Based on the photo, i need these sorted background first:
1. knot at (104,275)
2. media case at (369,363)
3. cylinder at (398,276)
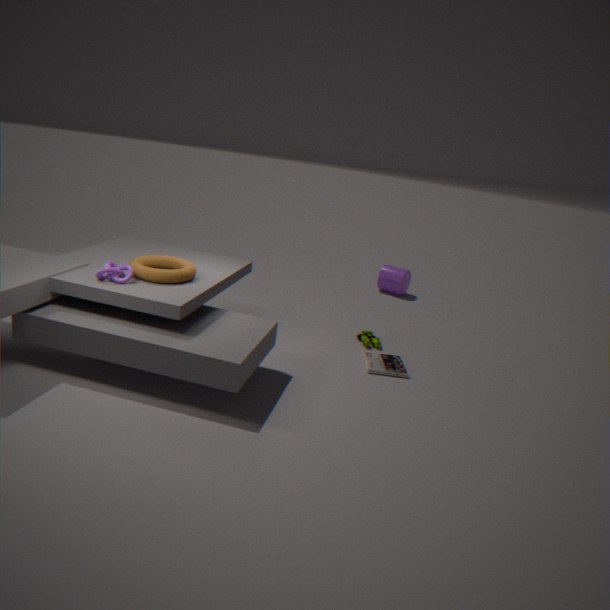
cylinder at (398,276) < media case at (369,363) < knot at (104,275)
